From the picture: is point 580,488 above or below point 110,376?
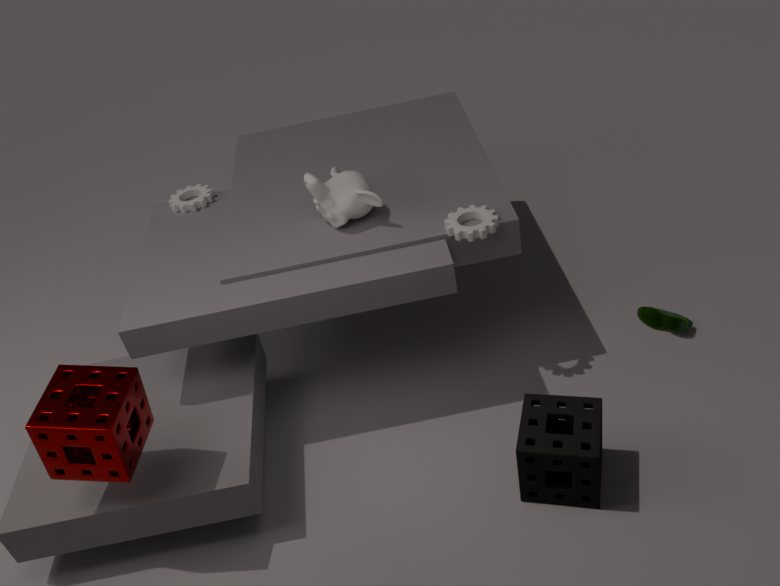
below
